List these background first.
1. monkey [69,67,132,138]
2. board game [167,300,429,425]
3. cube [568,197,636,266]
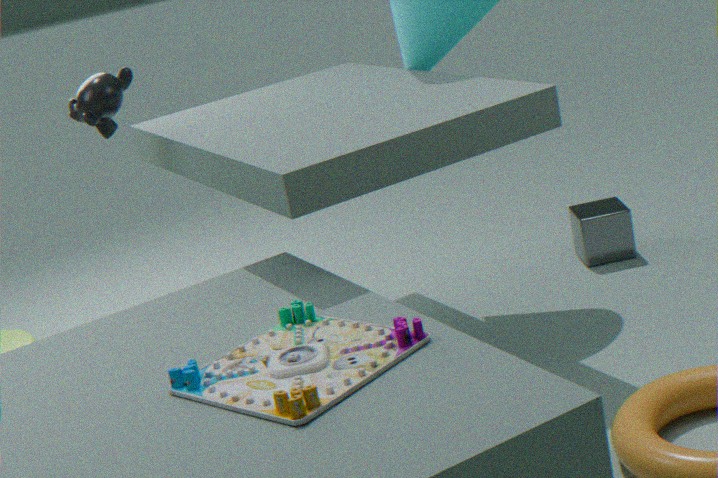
1. cube [568,197,636,266]
2. monkey [69,67,132,138]
3. board game [167,300,429,425]
